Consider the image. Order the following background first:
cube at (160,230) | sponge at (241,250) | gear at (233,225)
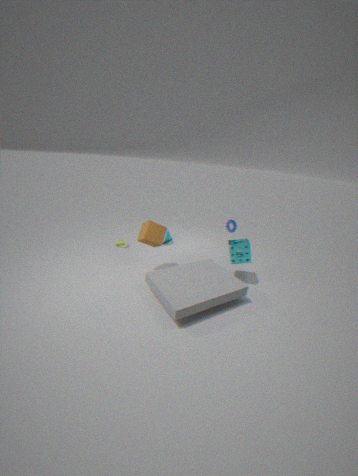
gear at (233,225) → sponge at (241,250) → cube at (160,230)
